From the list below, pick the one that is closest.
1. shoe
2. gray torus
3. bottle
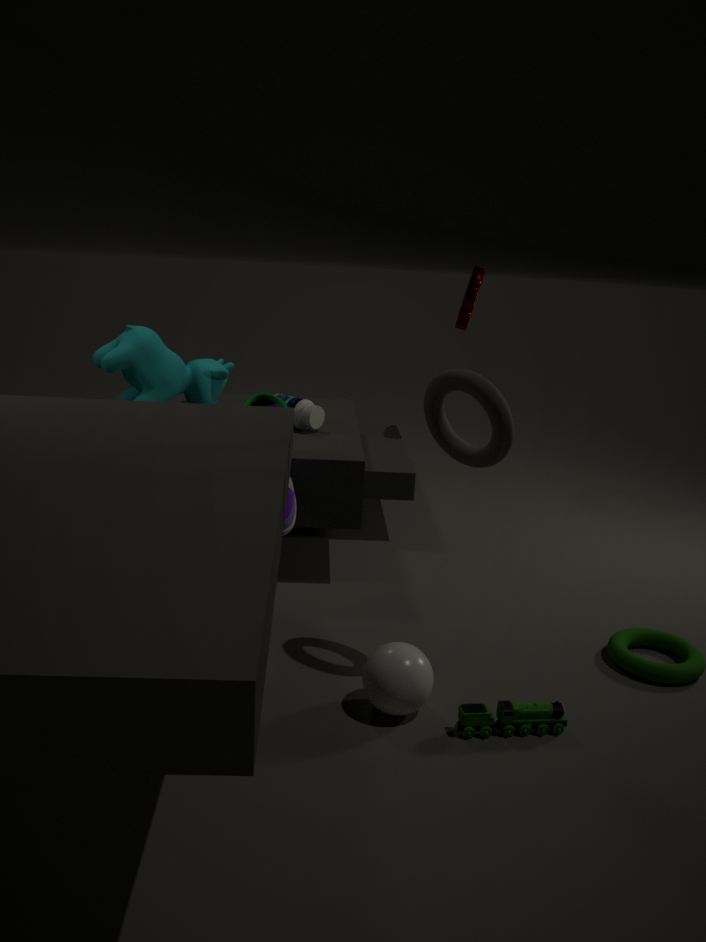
gray torus
